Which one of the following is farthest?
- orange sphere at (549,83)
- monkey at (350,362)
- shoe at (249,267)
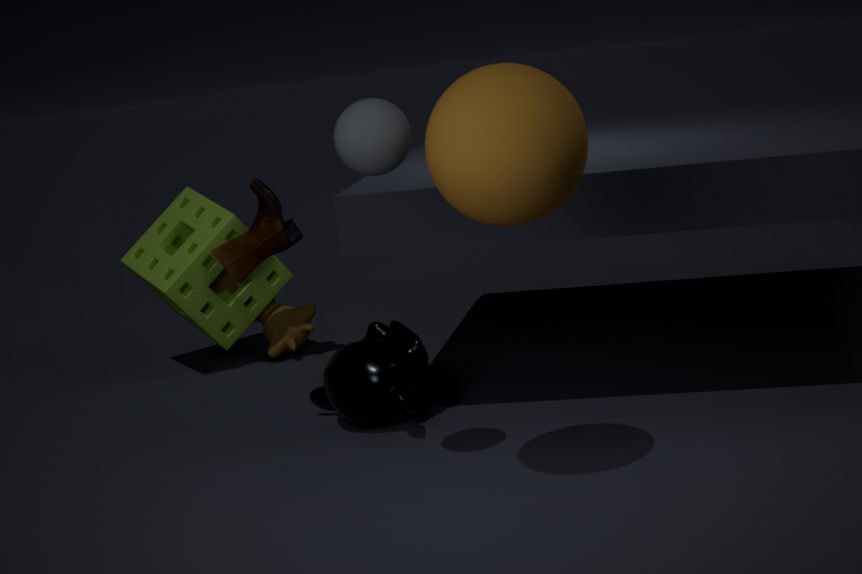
shoe at (249,267)
